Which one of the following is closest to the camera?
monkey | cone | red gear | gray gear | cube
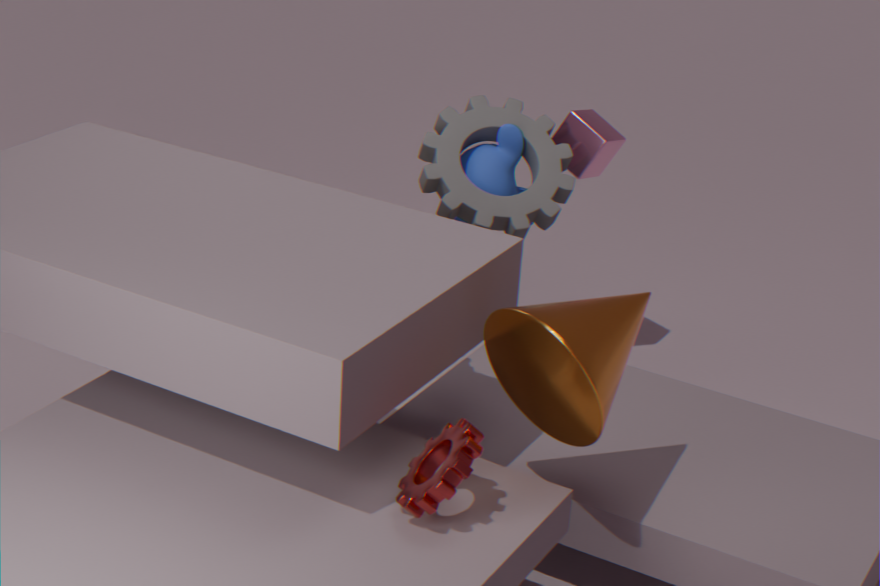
red gear
